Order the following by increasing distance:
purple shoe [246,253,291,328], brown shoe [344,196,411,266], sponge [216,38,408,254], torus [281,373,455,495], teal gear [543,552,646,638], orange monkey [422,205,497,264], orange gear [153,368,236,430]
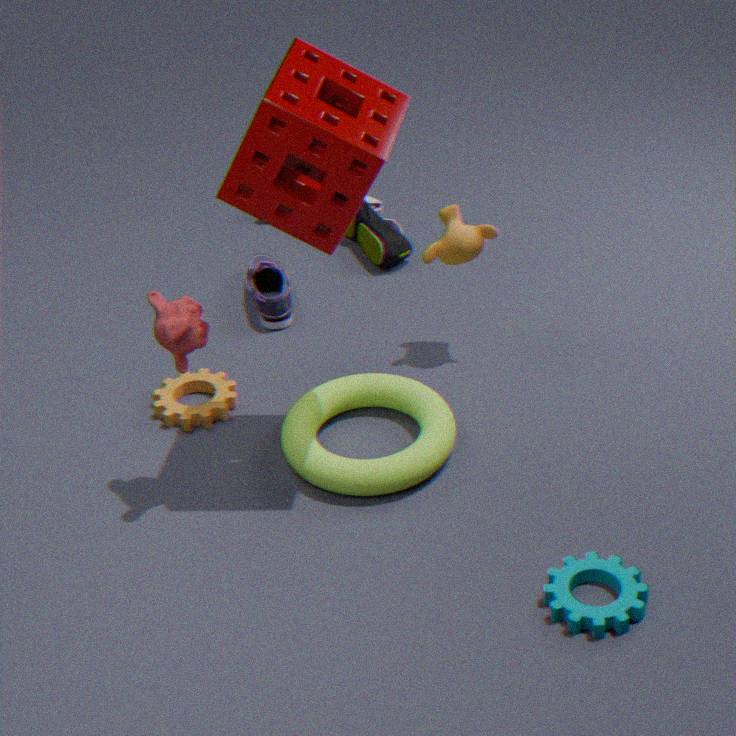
1. teal gear [543,552,646,638]
2. sponge [216,38,408,254]
3. torus [281,373,455,495]
4. orange gear [153,368,236,430]
5. orange monkey [422,205,497,264]
6. purple shoe [246,253,291,328]
7. brown shoe [344,196,411,266]
